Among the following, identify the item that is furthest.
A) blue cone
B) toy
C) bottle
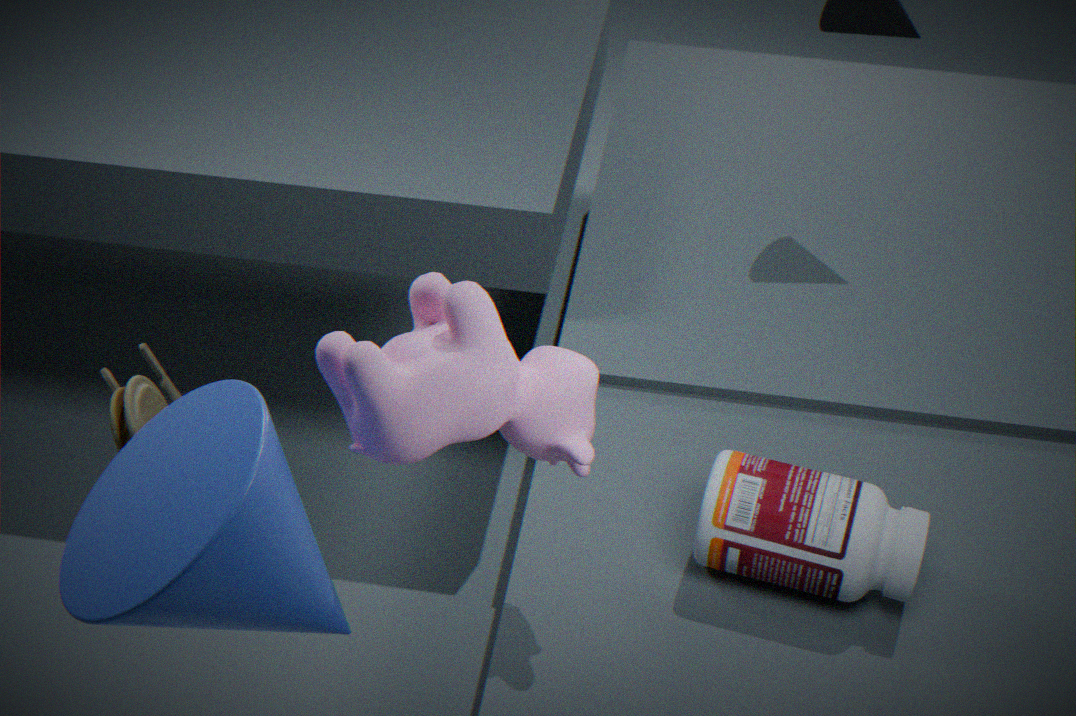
bottle
